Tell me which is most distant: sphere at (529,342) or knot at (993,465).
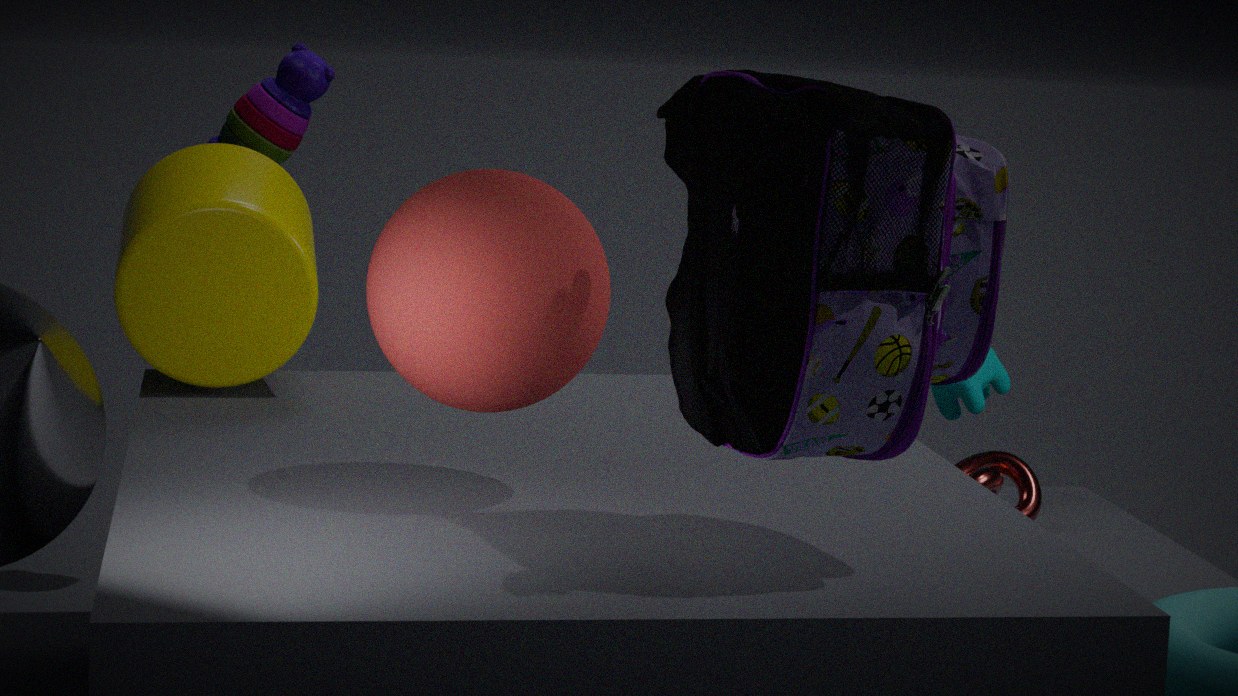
knot at (993,465)
